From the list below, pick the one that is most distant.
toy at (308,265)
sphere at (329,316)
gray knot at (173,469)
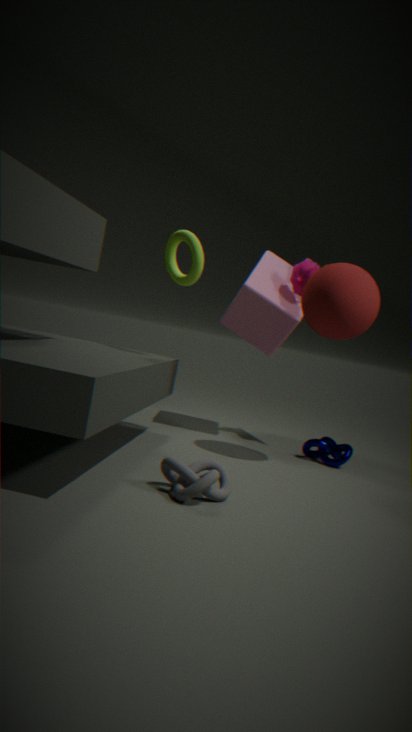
toy at (308,265)
